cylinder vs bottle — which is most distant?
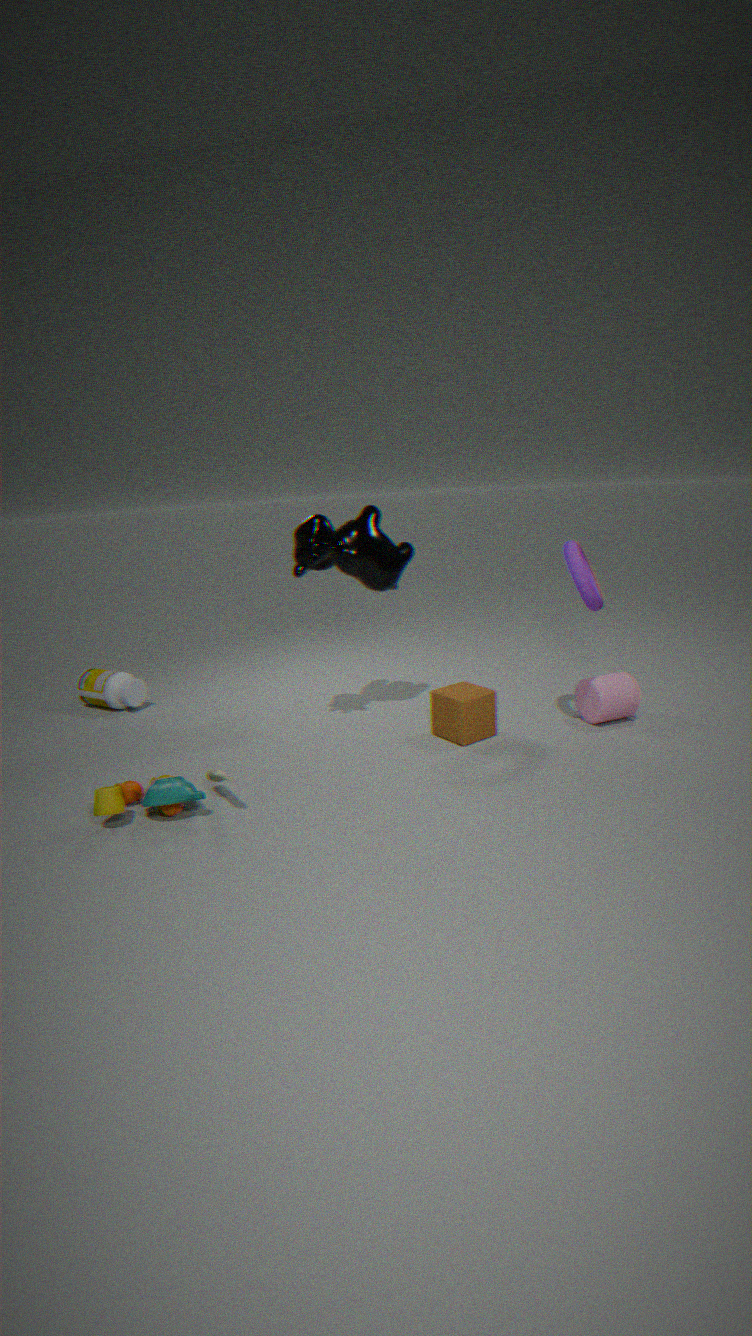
bottle
